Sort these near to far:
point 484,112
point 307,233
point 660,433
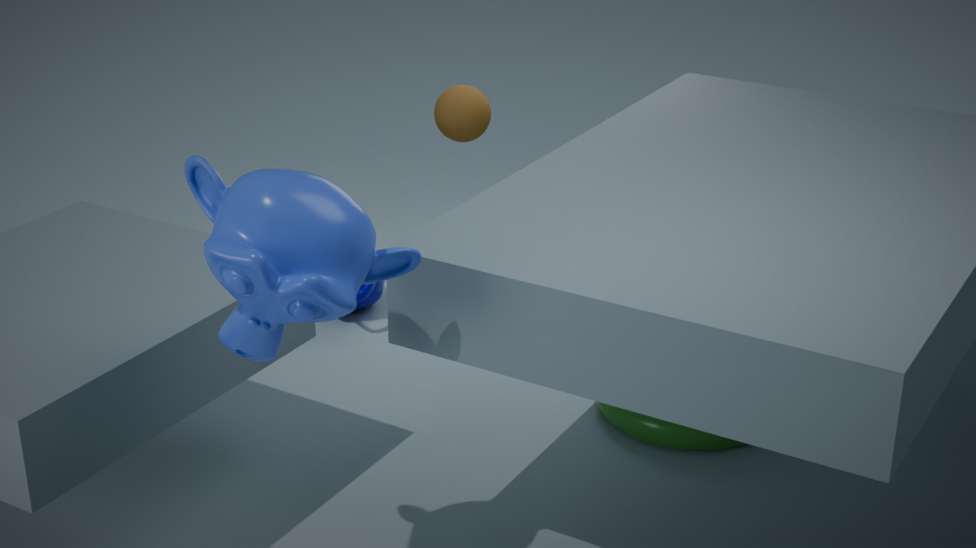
point 307,233
point 660,433
point 484,112
